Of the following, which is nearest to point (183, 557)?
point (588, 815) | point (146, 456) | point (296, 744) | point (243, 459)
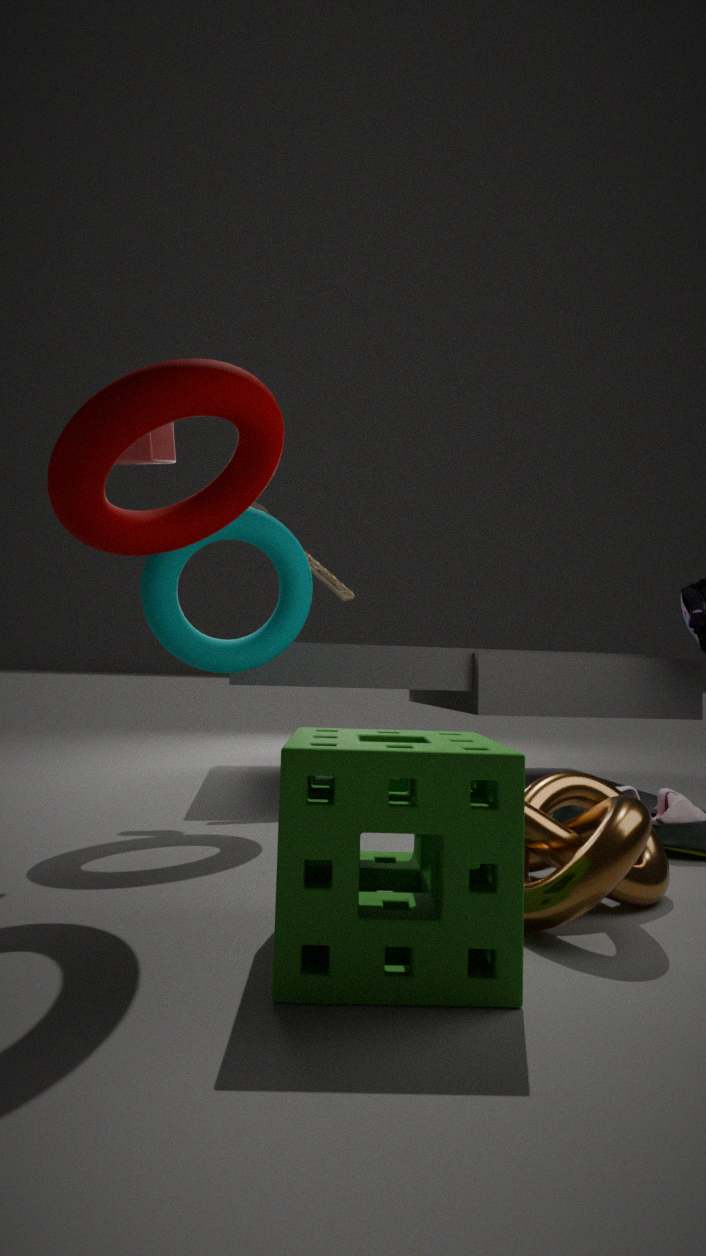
point (146, 456)
